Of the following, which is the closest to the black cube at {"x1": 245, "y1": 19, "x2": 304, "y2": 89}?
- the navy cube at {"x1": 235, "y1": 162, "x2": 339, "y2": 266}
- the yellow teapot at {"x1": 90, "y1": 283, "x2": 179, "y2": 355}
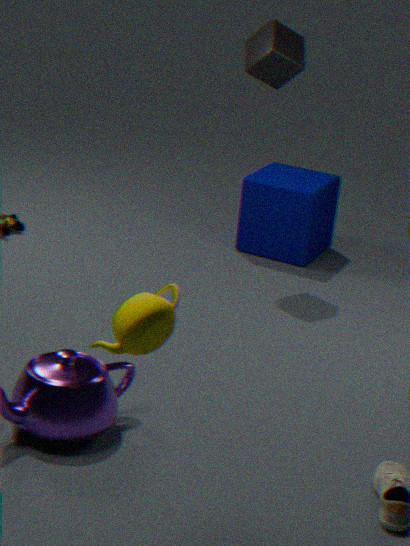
the navy cube at {"x1": 235, "y1": 162, "x2": 339, "y2": 266}
